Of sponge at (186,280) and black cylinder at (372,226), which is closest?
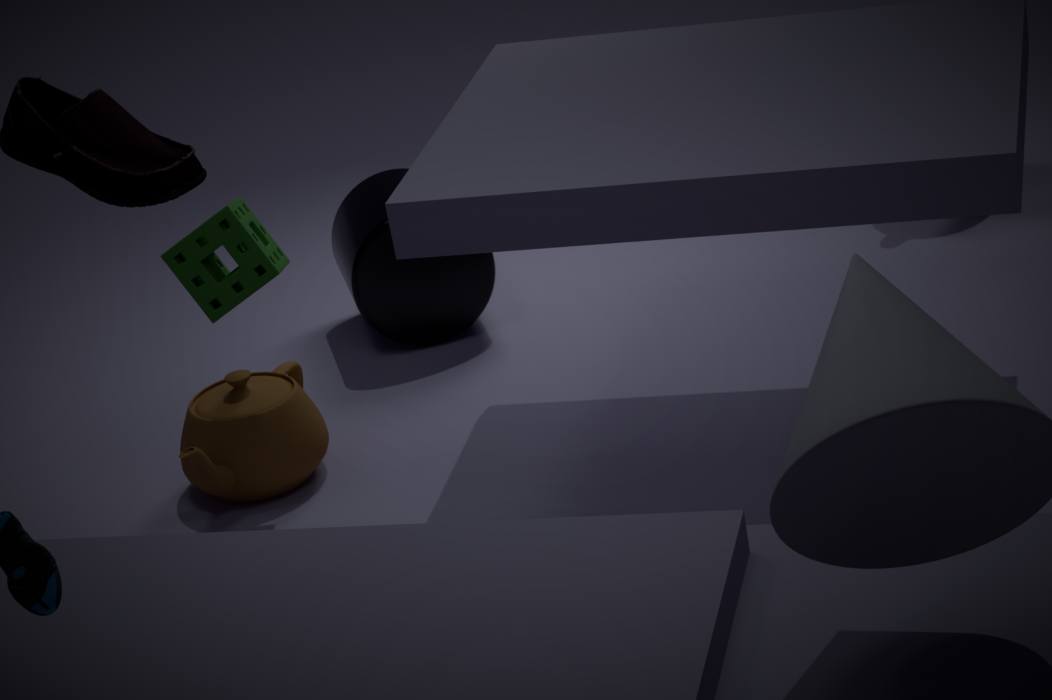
sponge at (186,280)
